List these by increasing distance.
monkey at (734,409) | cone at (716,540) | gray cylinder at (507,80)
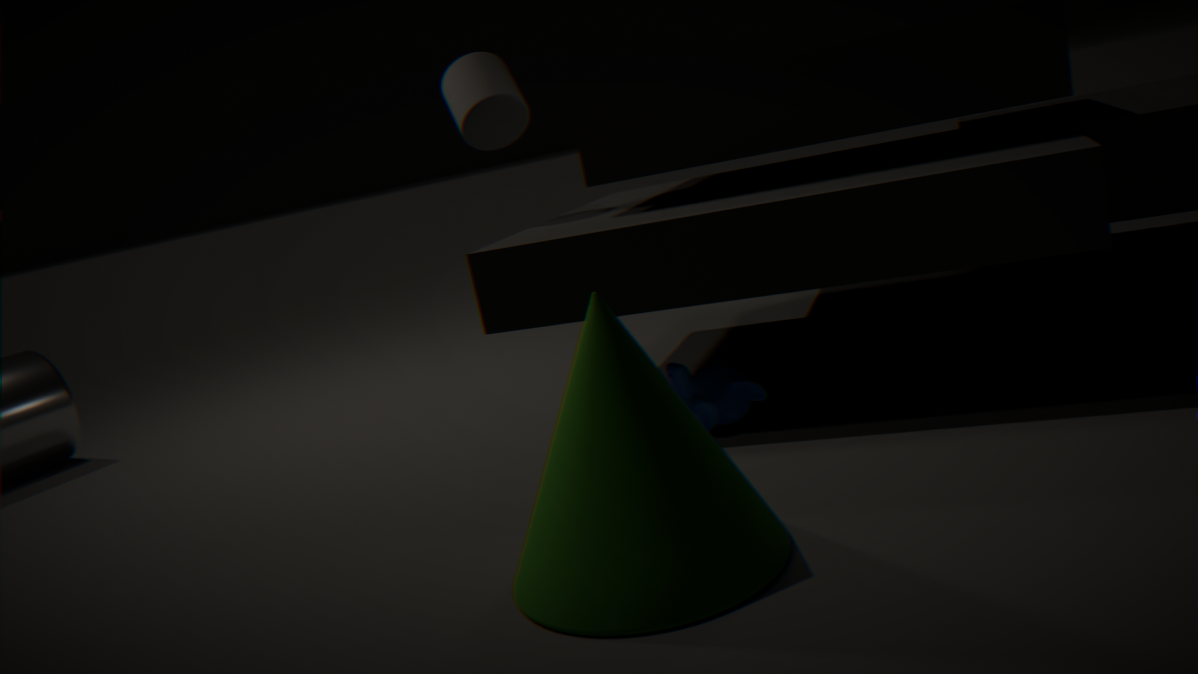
cone at (716,540), monkey at (734,409), gray cylinder at (507,80)
